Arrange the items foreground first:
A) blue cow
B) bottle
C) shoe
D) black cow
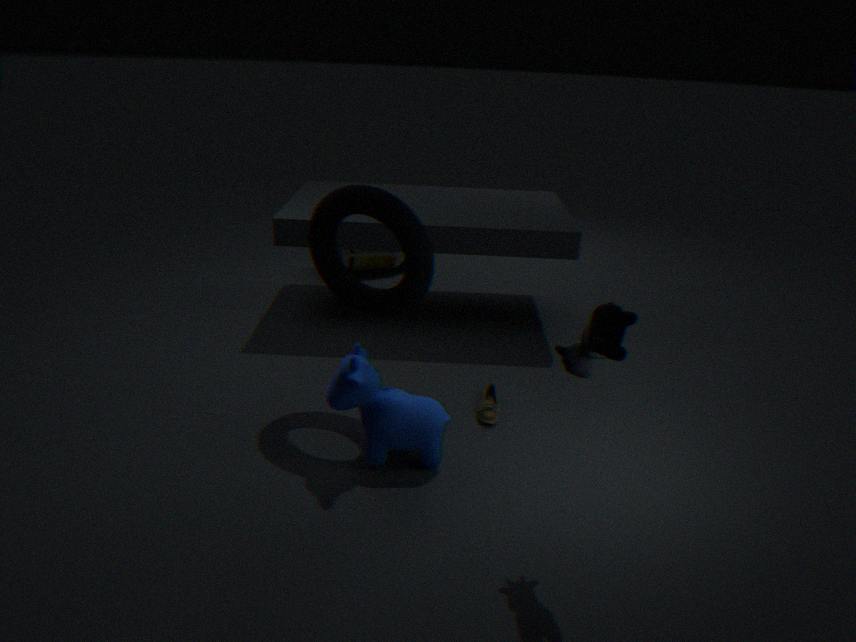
black cow < blue cow < shoe < bottle
